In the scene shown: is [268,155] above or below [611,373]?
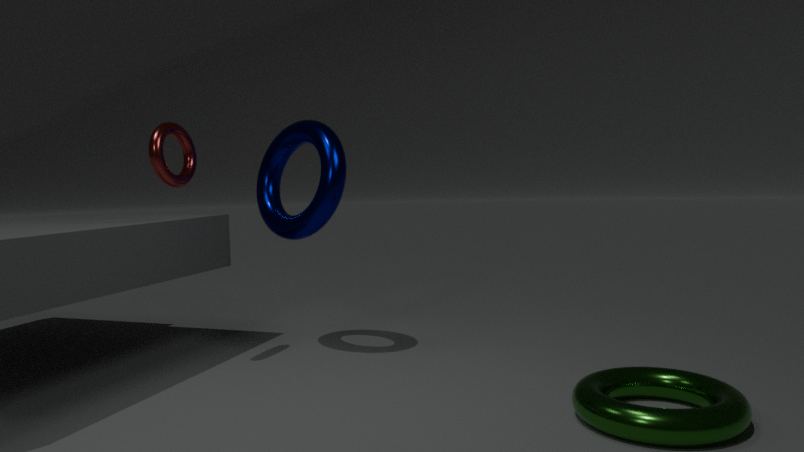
above
